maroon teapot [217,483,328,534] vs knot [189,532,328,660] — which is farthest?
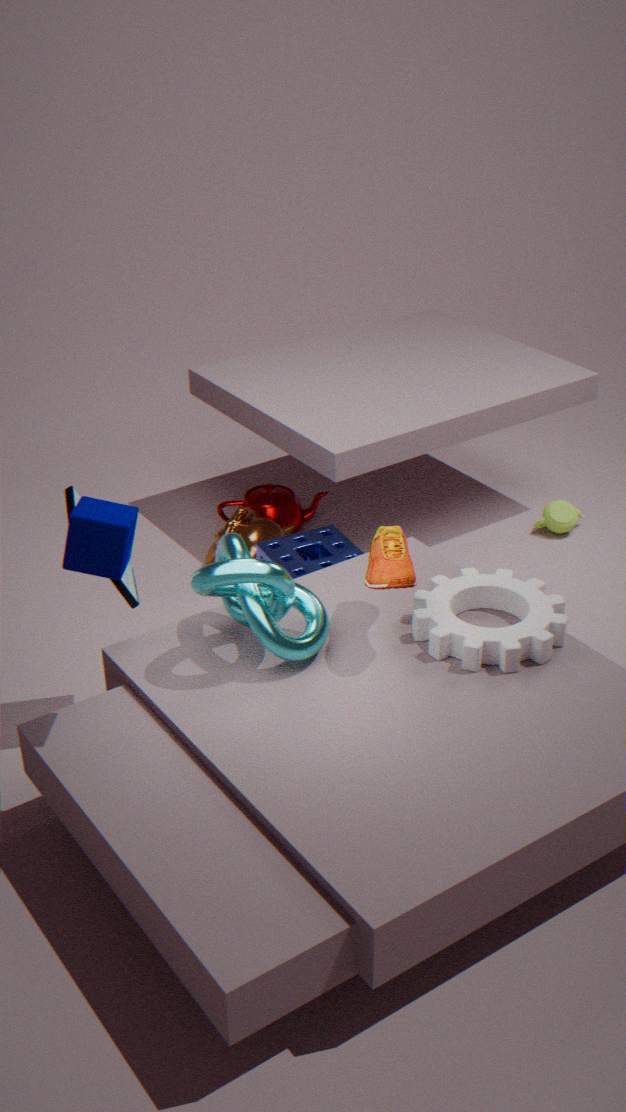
maroon teapot [217,483,328,534]
